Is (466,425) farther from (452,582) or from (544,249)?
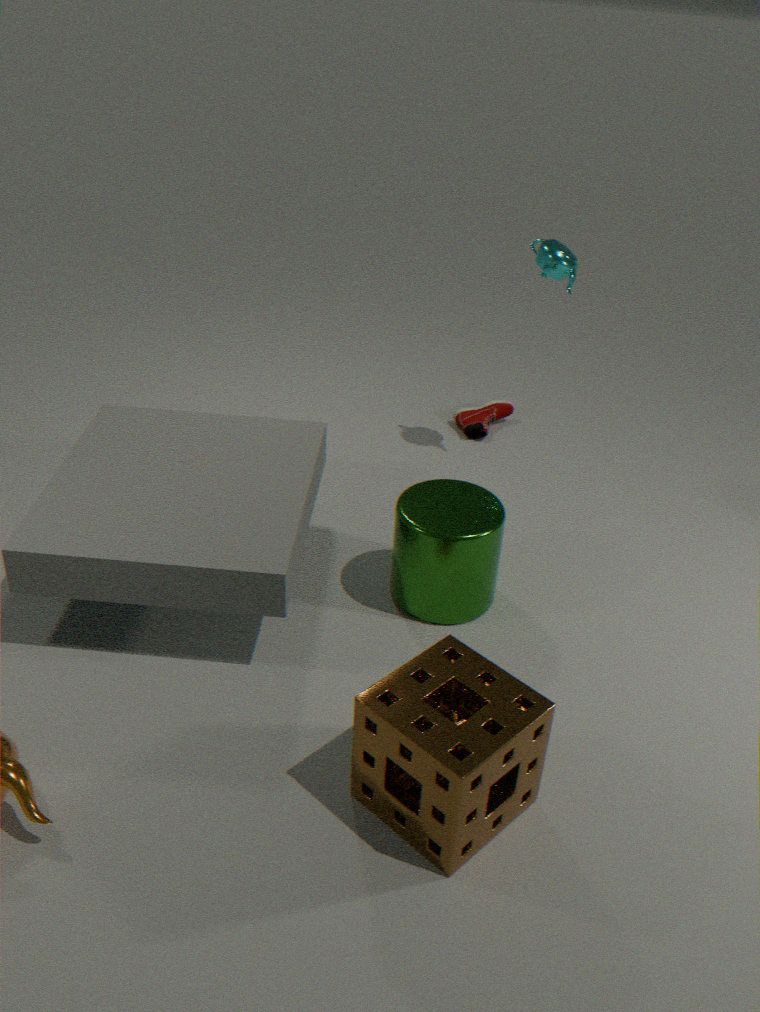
(452,582)
